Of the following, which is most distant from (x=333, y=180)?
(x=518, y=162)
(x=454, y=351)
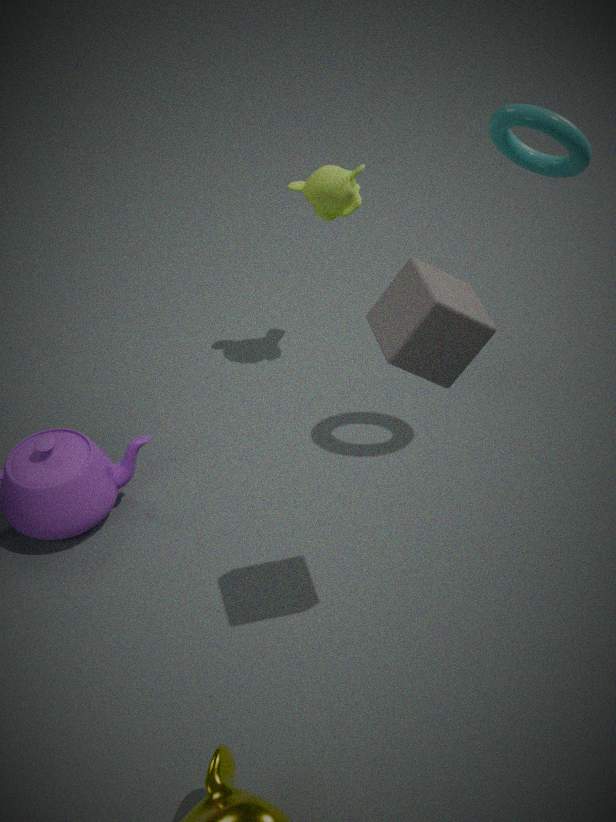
(x=454, y=351)
